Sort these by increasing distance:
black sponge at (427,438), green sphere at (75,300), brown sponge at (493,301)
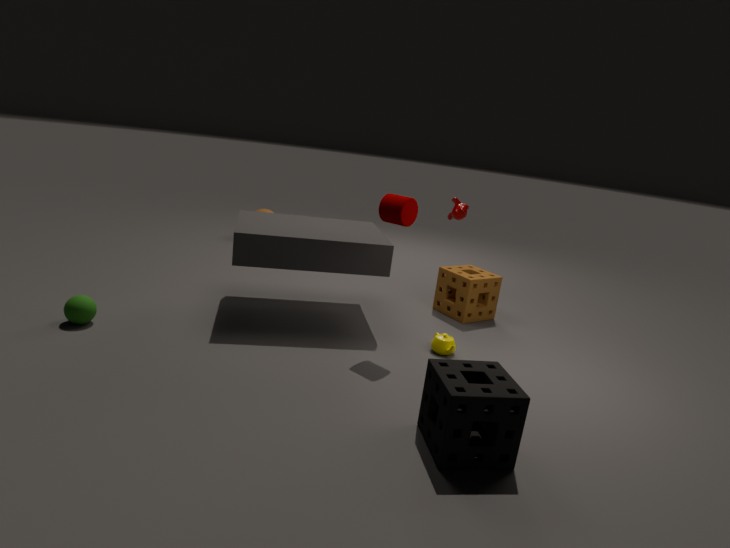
1. black sponge at (427,438)
2. green sphere at (75,300)
3. brown sponge at (493,301)
